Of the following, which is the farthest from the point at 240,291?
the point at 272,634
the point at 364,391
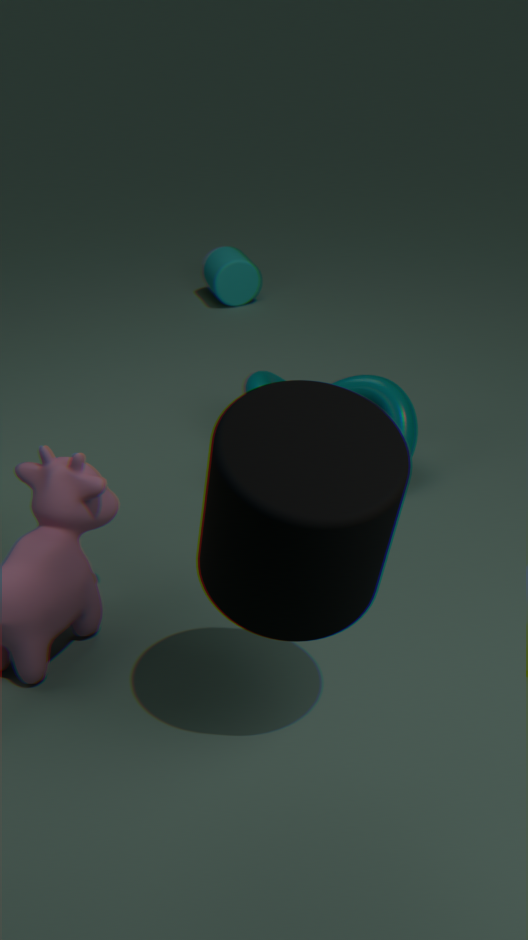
the point at 272,634
